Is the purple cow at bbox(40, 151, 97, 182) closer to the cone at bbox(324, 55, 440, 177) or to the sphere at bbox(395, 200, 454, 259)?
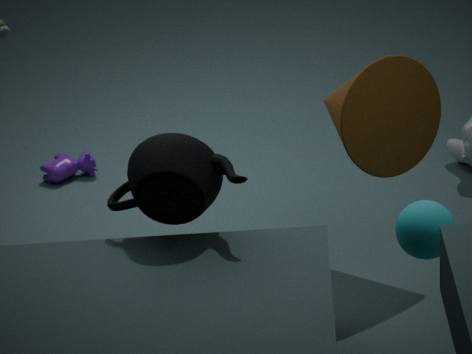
the cone at bbox(324, 55, 440, 177)
